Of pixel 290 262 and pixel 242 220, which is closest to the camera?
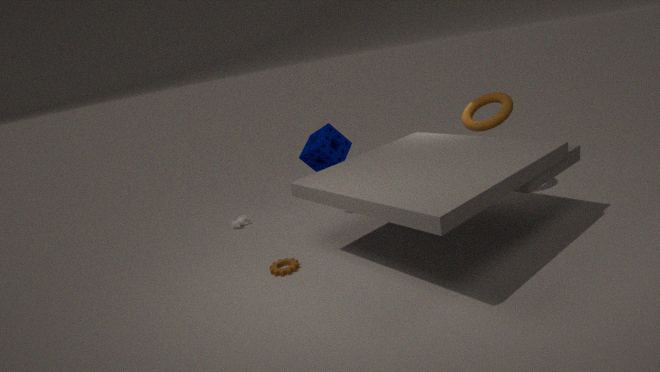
pixel 290 262
